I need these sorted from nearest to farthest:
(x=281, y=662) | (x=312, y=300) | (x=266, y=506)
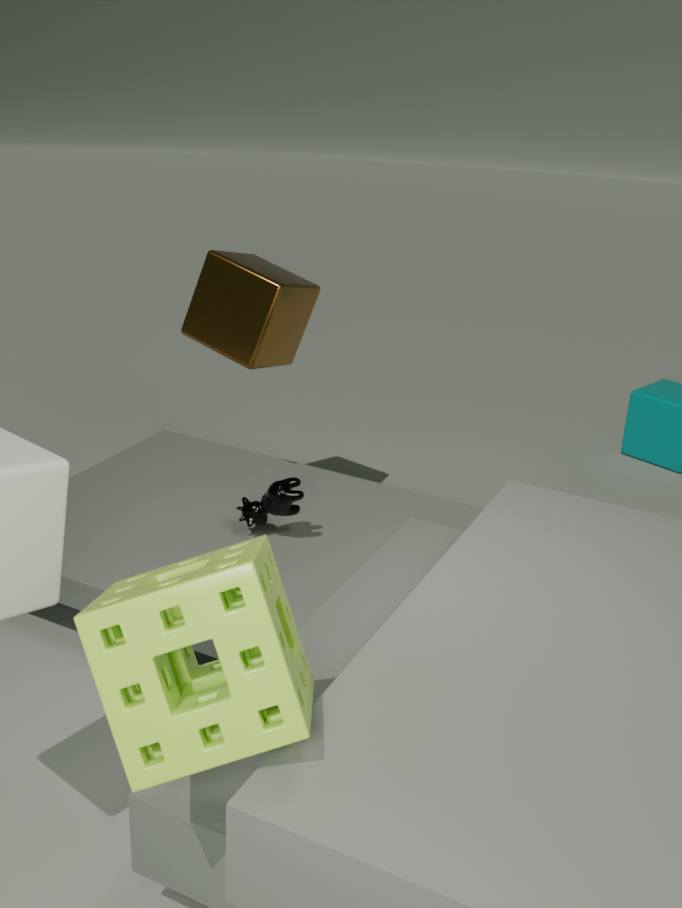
(x=281, y=662) < (x=266, y=506) < (x=312, y=300)
